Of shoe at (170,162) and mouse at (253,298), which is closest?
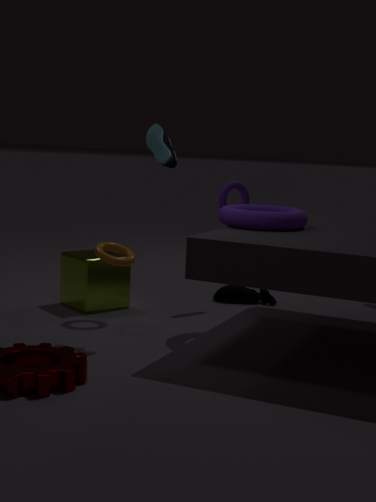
shoe at (170,162)
